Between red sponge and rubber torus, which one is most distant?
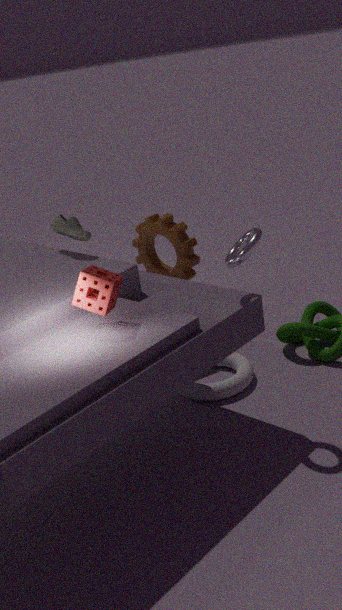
rubber torus
